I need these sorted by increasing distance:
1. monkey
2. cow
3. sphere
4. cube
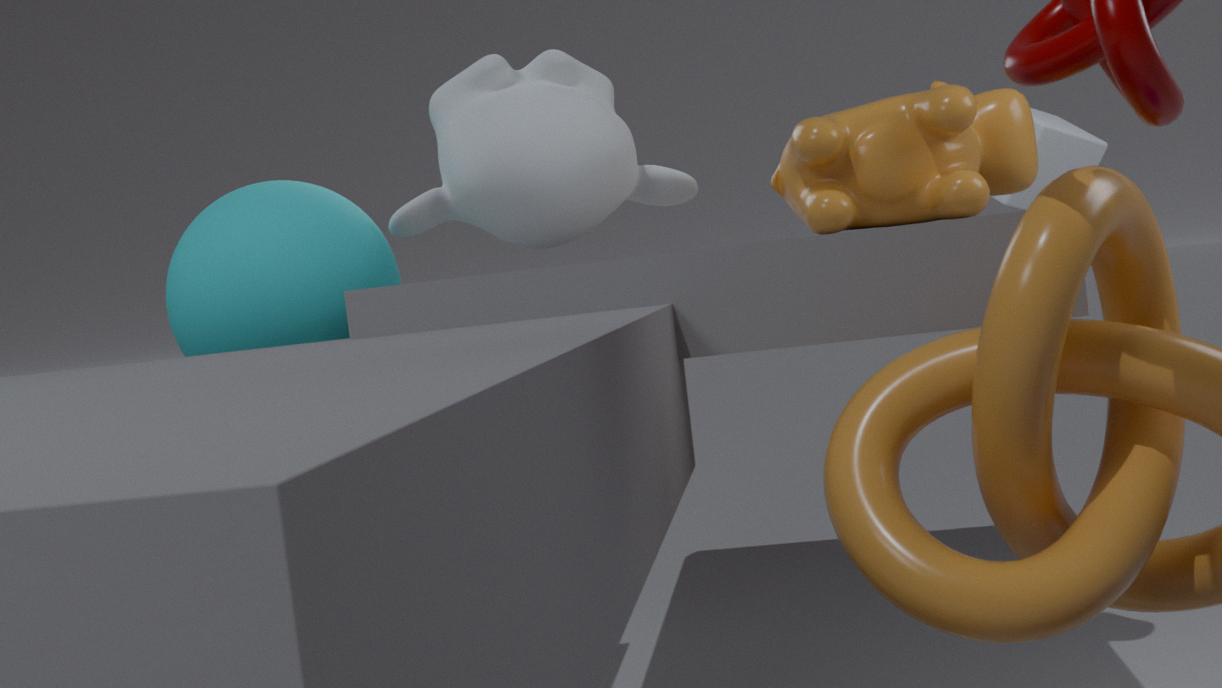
sphere, cow, monkey, cube
